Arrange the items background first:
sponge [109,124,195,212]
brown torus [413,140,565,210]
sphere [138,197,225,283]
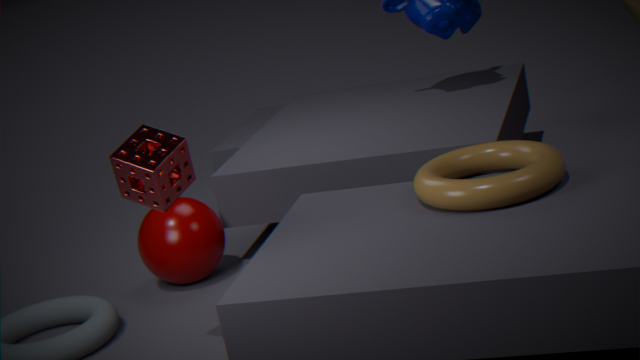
sphere [138,197,225,283] → brown torus [413,140,565,210] → sponge [109,124,195,212]
